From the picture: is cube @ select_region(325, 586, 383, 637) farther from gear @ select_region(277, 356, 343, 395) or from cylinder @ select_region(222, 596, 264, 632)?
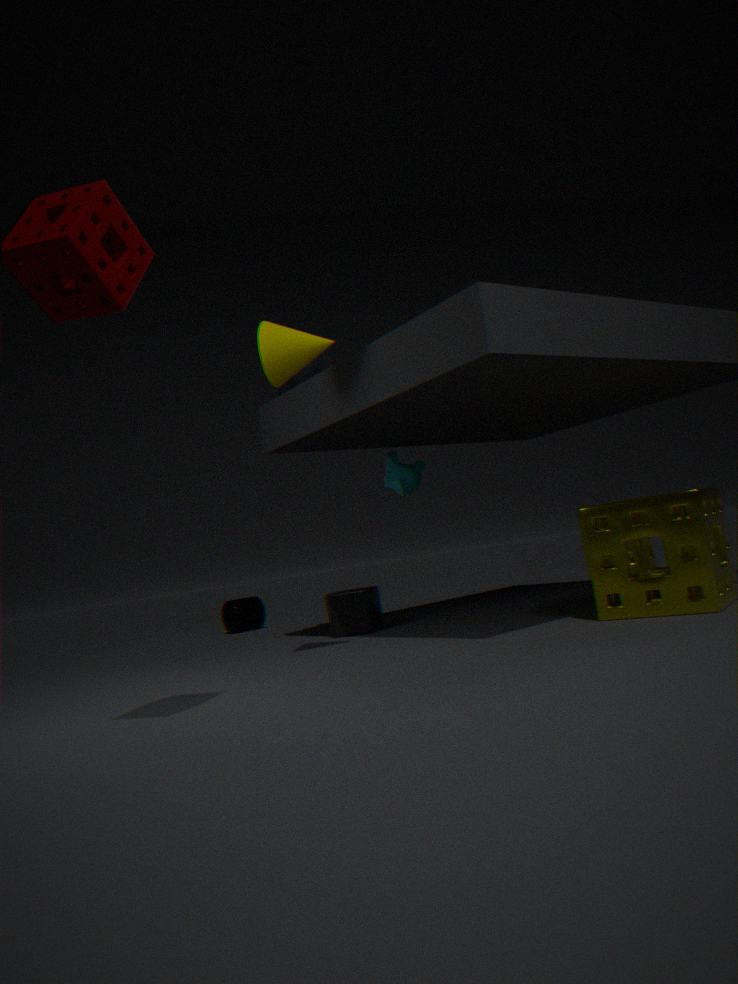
cylinder @ select_region(222, 596, 264, 632)
